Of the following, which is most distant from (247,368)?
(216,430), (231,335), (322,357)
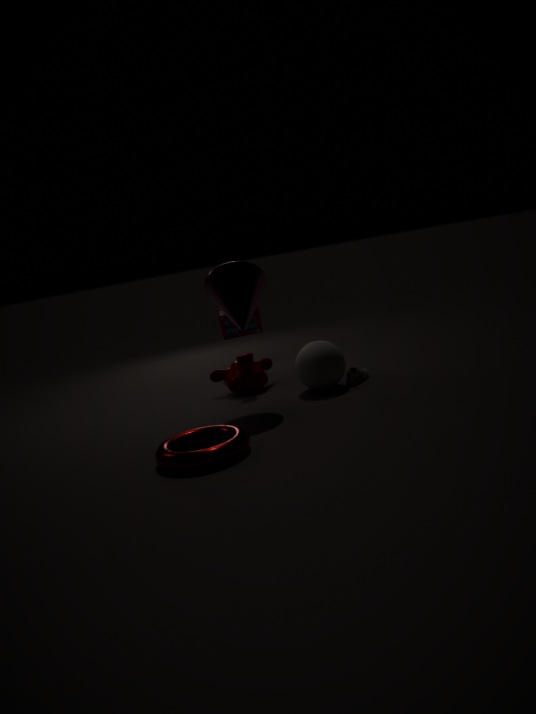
(216,430)
